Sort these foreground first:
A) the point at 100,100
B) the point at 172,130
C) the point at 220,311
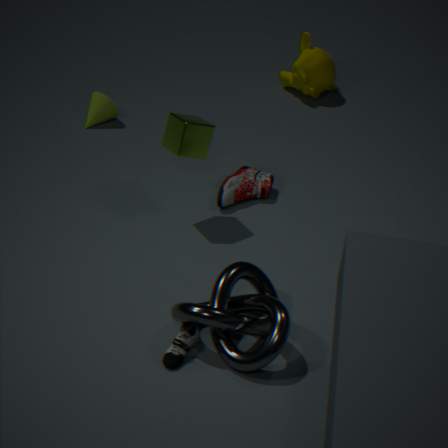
the point at 220,311, the point at 172,130, the point at 100,100
